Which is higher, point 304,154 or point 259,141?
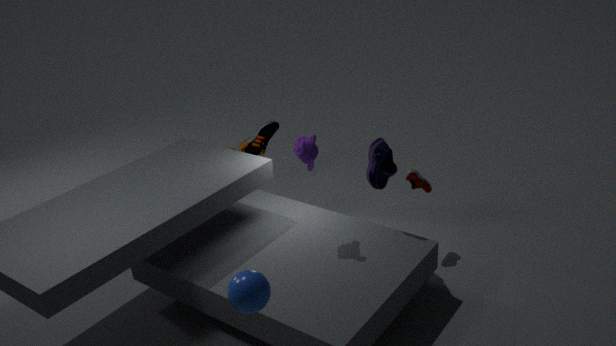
point 304,154
